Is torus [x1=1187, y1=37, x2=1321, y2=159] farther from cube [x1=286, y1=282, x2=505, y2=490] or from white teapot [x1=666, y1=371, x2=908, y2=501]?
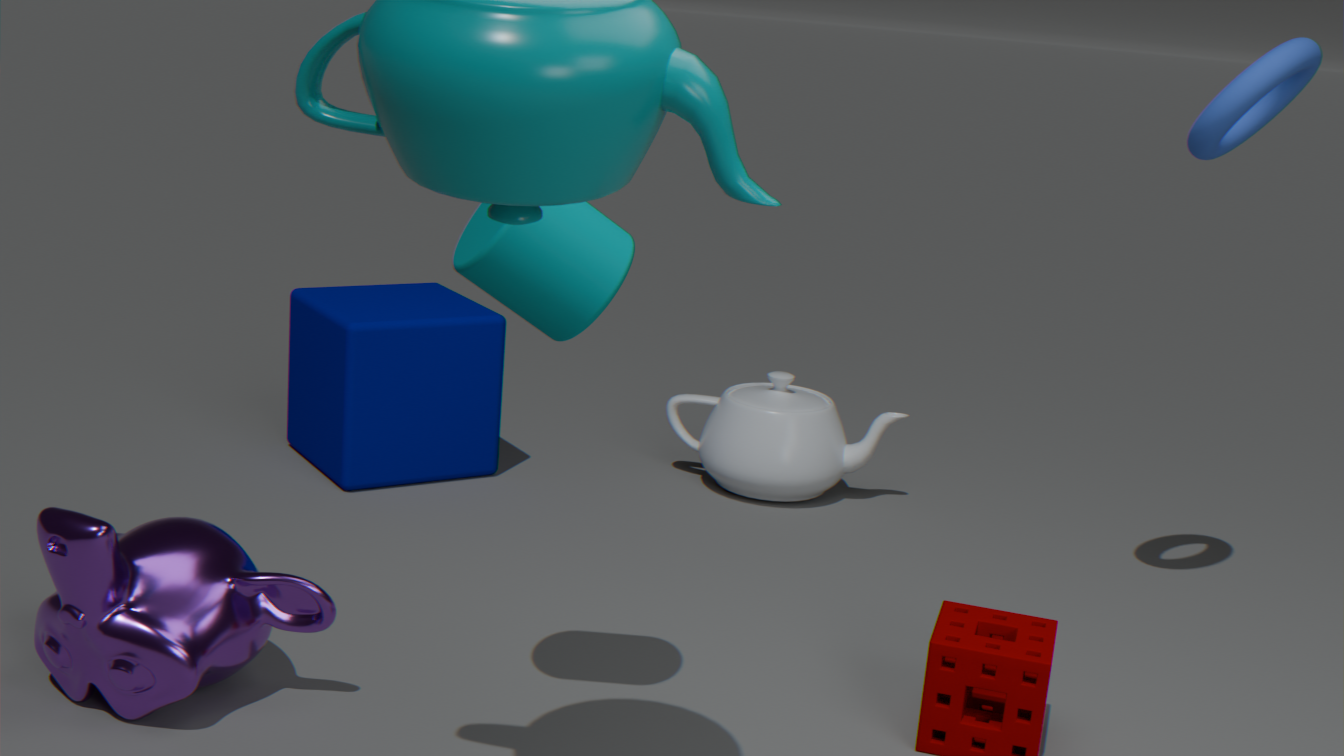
cube [x1=286, y1=282, x2=505, y2=490]
